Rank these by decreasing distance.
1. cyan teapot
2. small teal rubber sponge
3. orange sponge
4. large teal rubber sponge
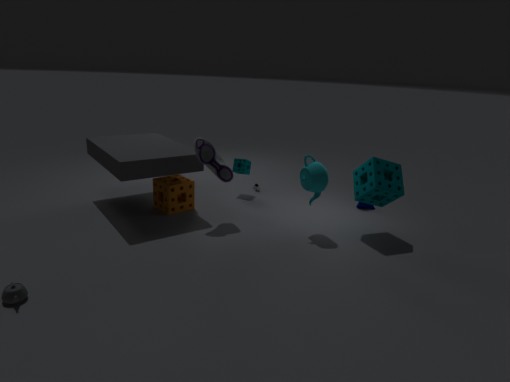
small teal rubber sponge → orange sponge → cyan teapot → large teal rubber sponge
